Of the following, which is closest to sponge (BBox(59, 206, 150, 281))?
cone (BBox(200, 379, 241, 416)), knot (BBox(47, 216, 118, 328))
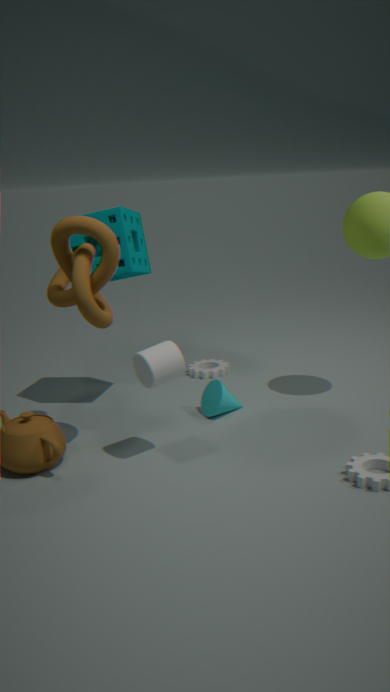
knot (BBox(47, 216, 118, 328))
